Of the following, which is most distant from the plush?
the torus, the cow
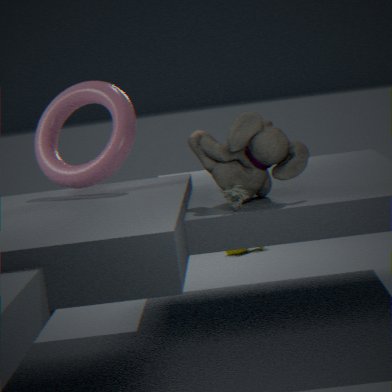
the cow
